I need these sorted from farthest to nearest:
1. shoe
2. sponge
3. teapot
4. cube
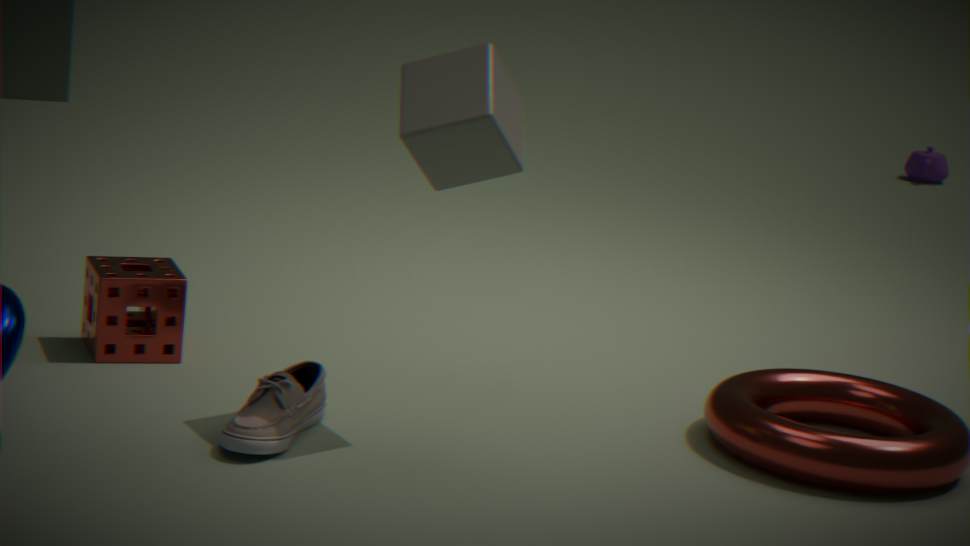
teapot < sponge < cube < shoe
